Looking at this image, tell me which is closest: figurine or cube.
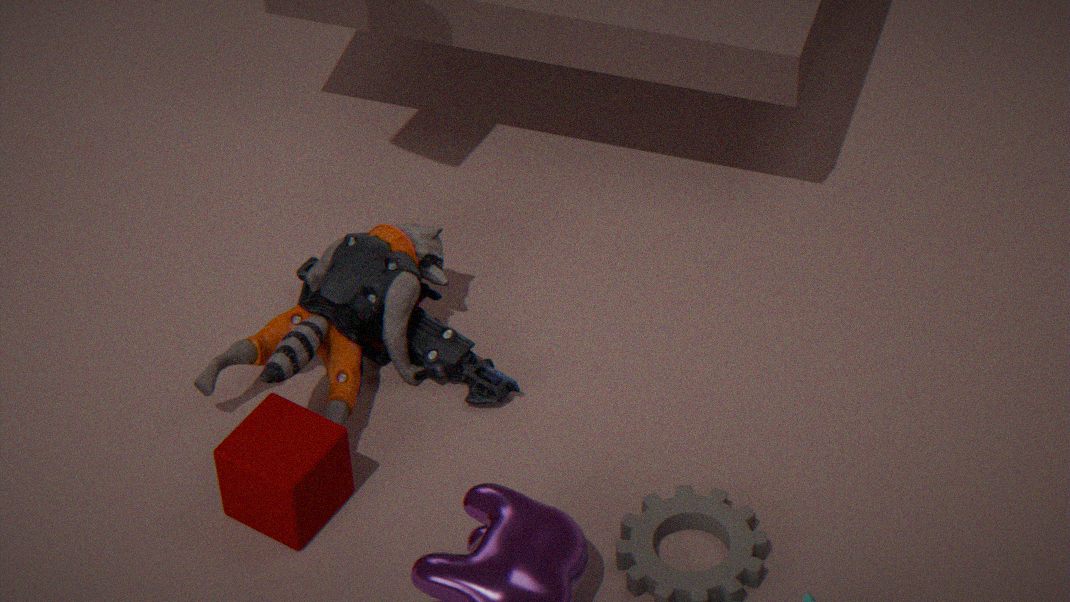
cube
